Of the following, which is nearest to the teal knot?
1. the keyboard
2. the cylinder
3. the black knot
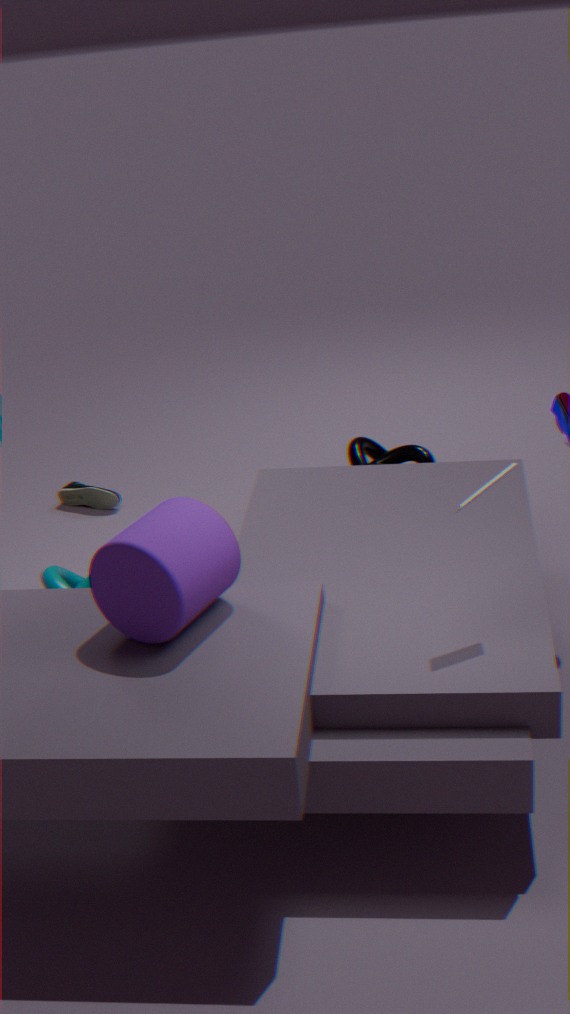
the cylinder
